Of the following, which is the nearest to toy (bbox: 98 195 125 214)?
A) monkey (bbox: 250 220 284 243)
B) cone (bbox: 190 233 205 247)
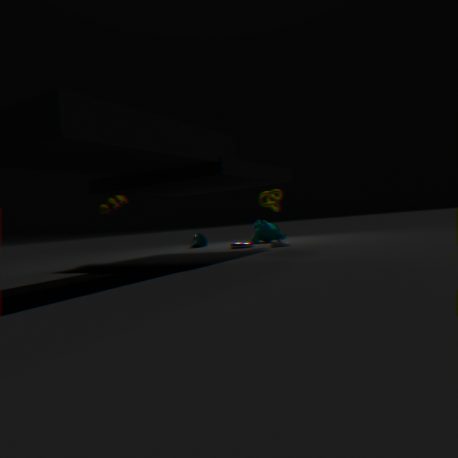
cone (bbox: 190 233 205 247)
